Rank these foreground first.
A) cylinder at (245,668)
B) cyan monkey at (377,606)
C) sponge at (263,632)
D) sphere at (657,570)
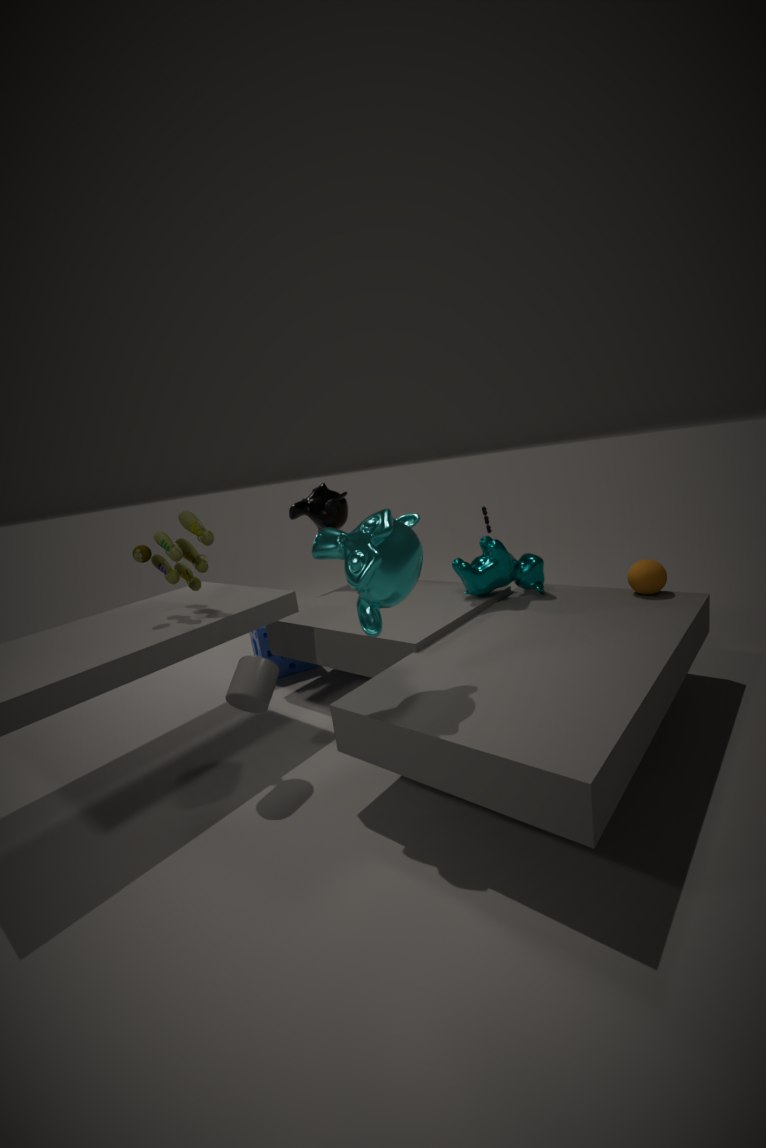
cyan monkey at (377,606) < cylinder at (245,668) < sphere at (657,570) < sponge at (263,632)
